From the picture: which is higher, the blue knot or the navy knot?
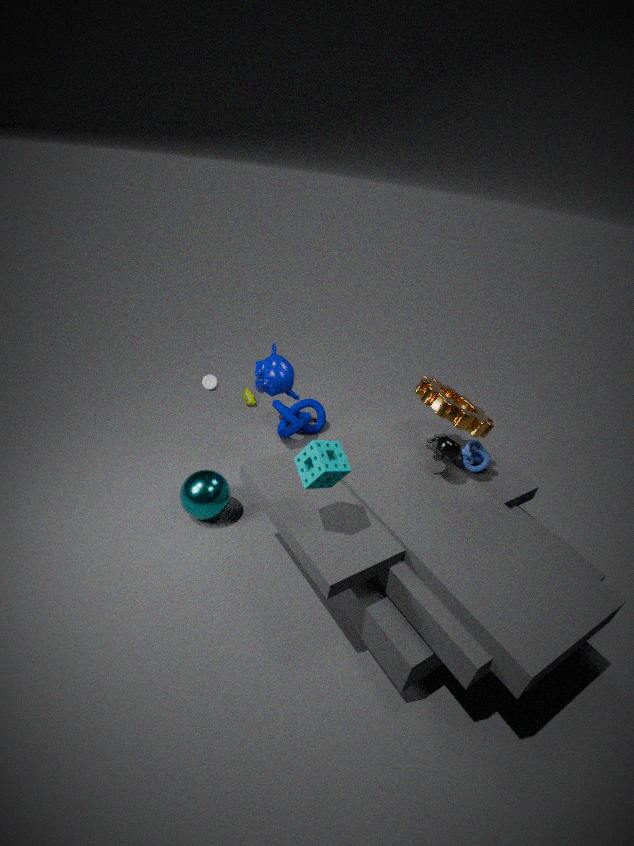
the blue knot
